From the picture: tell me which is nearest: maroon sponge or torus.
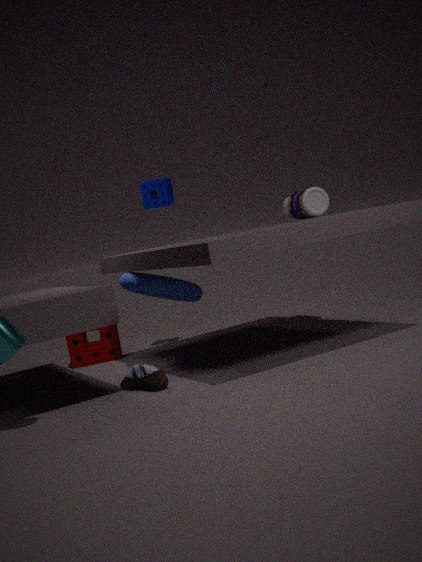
torus
